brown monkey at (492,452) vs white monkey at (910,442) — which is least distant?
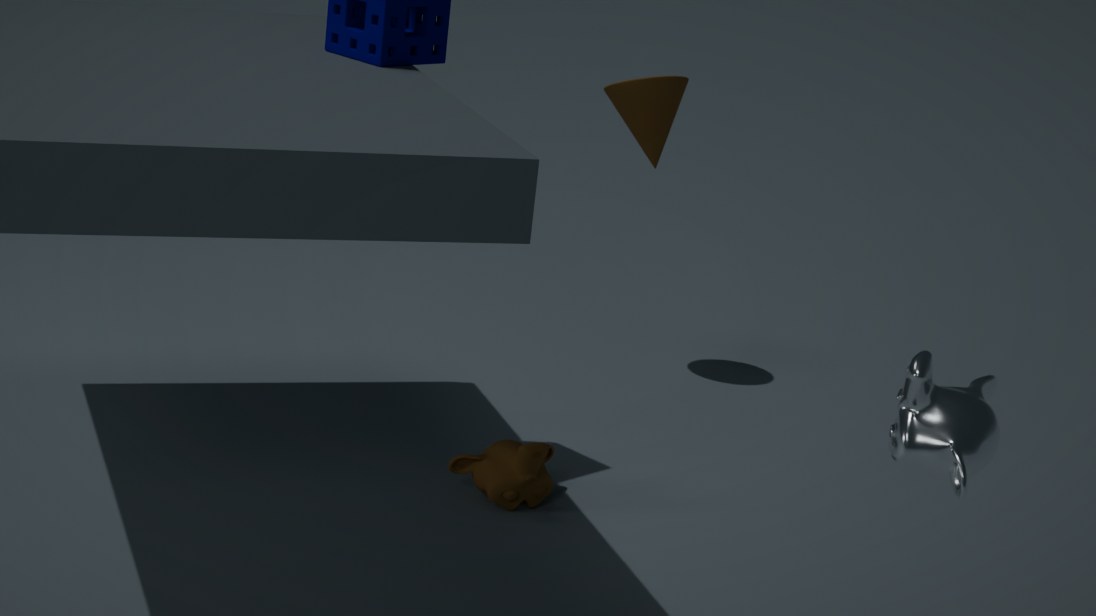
white monkey at (910,442)
